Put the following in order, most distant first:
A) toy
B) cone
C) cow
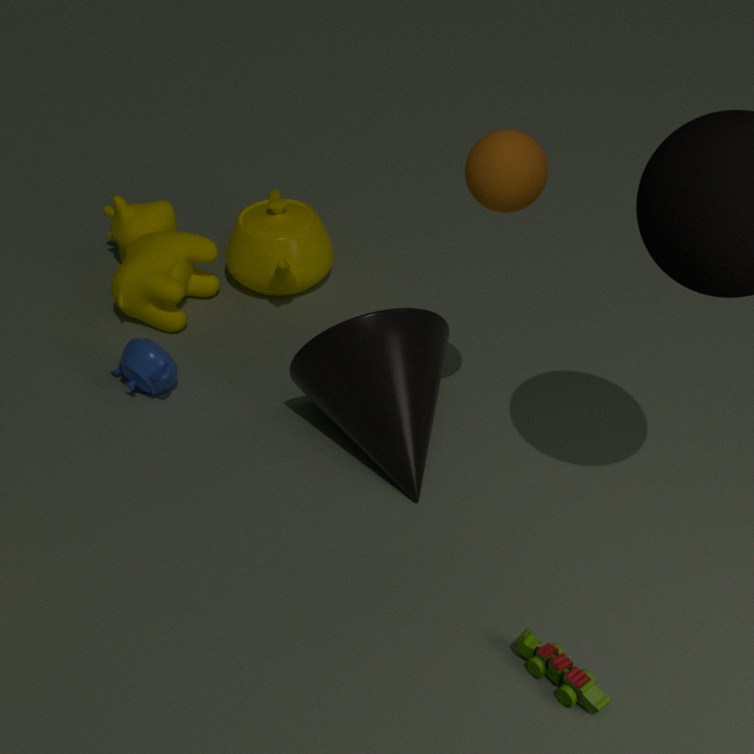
cow
cone
toy
